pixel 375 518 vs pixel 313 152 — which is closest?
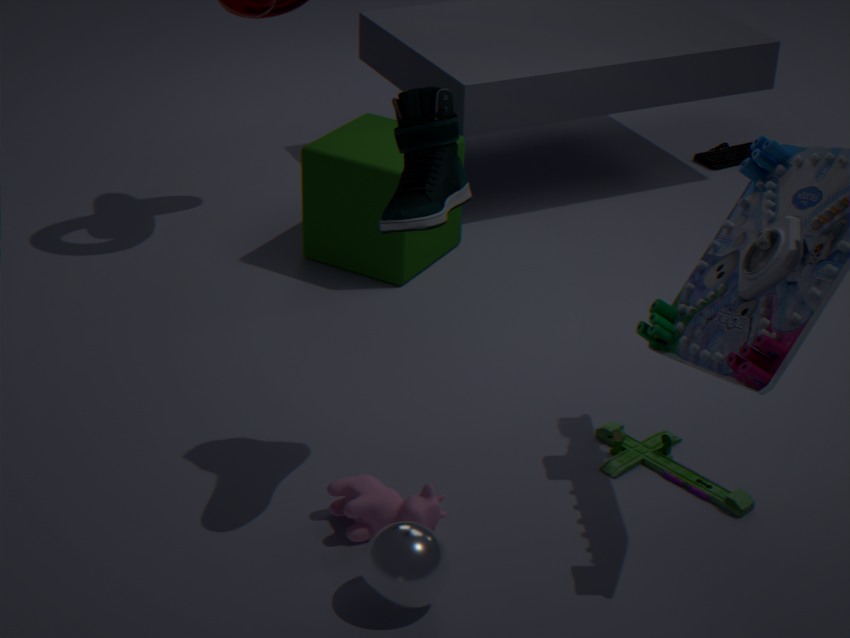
pixel 375 518
